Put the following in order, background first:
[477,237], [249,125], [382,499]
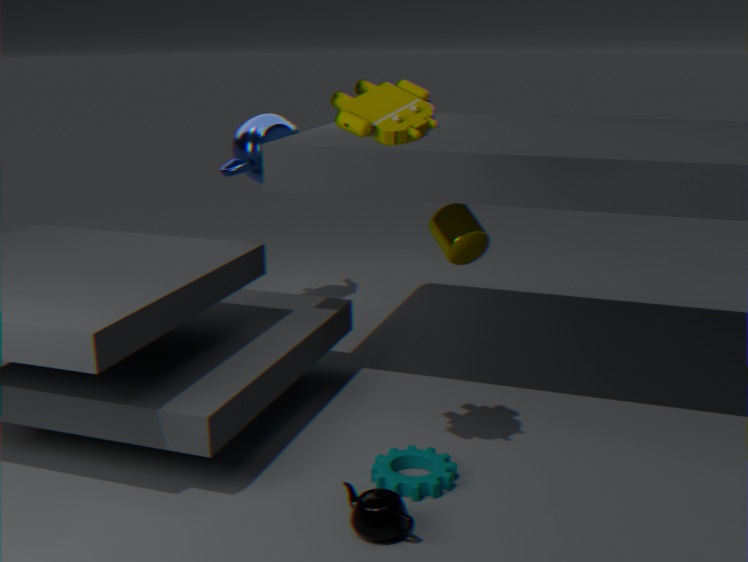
[249,125]
[477,237]
[382,499]
